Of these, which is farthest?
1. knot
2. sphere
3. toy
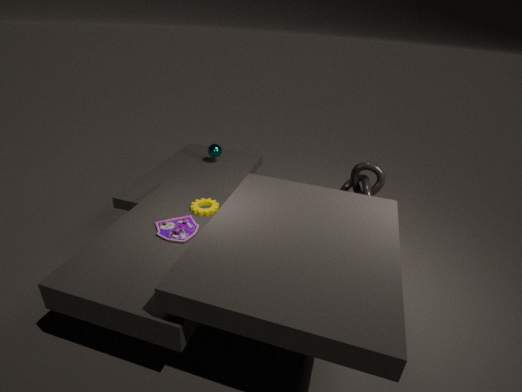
sphere
